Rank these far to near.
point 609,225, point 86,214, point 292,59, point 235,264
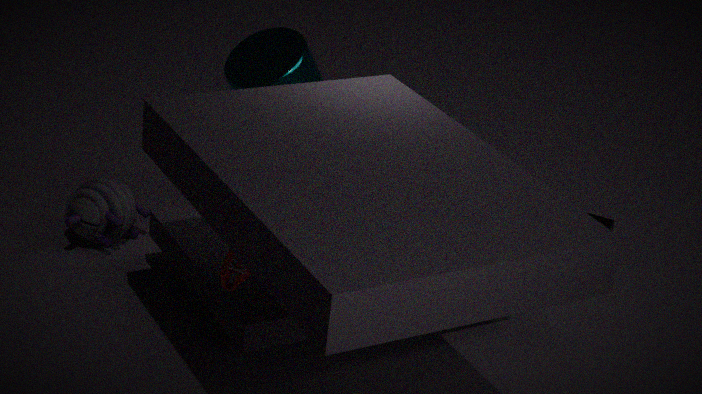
point 609,225
point 86,214
point 292,59
point 235,264
